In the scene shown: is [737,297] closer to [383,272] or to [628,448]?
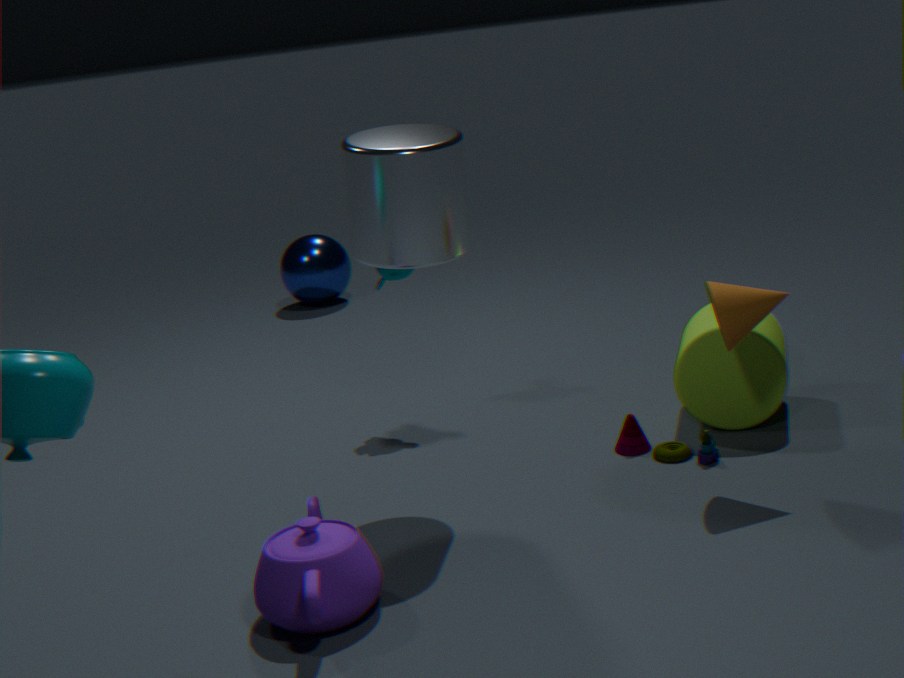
[628,448]
